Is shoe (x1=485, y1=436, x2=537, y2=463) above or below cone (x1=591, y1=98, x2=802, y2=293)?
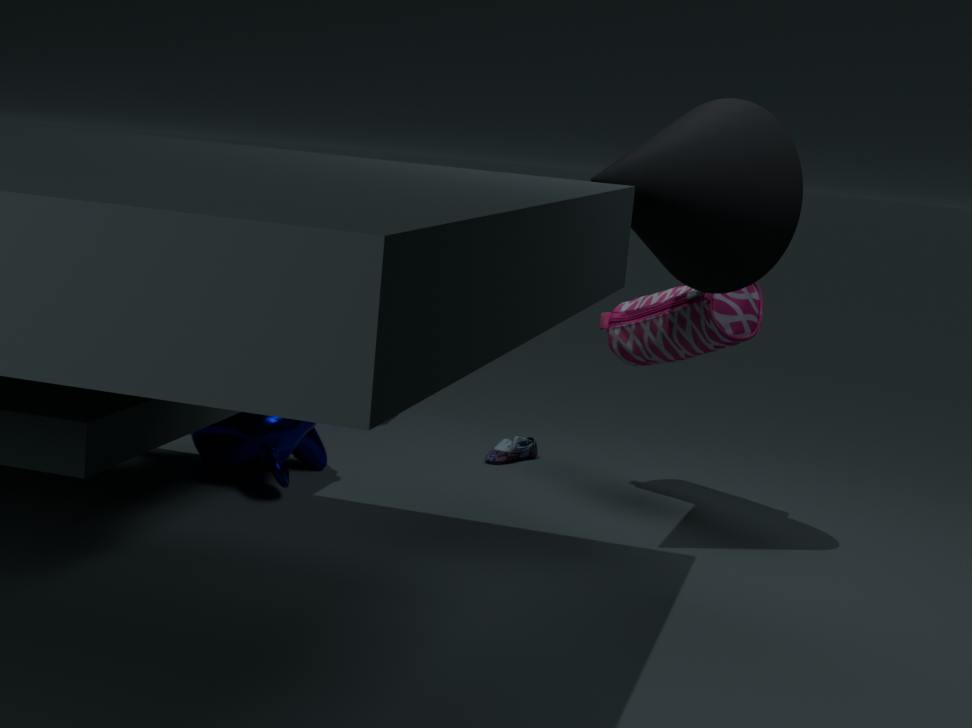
below
